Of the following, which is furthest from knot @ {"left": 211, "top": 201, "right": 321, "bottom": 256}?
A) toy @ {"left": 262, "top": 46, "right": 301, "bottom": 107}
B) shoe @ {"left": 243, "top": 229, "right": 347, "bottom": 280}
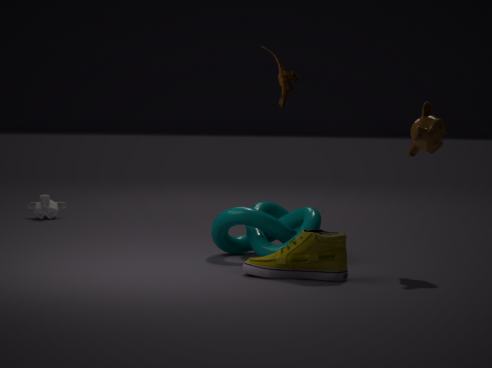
toy @ {"left": 262, "top": 46, "right": 301, "bottom": 107}
